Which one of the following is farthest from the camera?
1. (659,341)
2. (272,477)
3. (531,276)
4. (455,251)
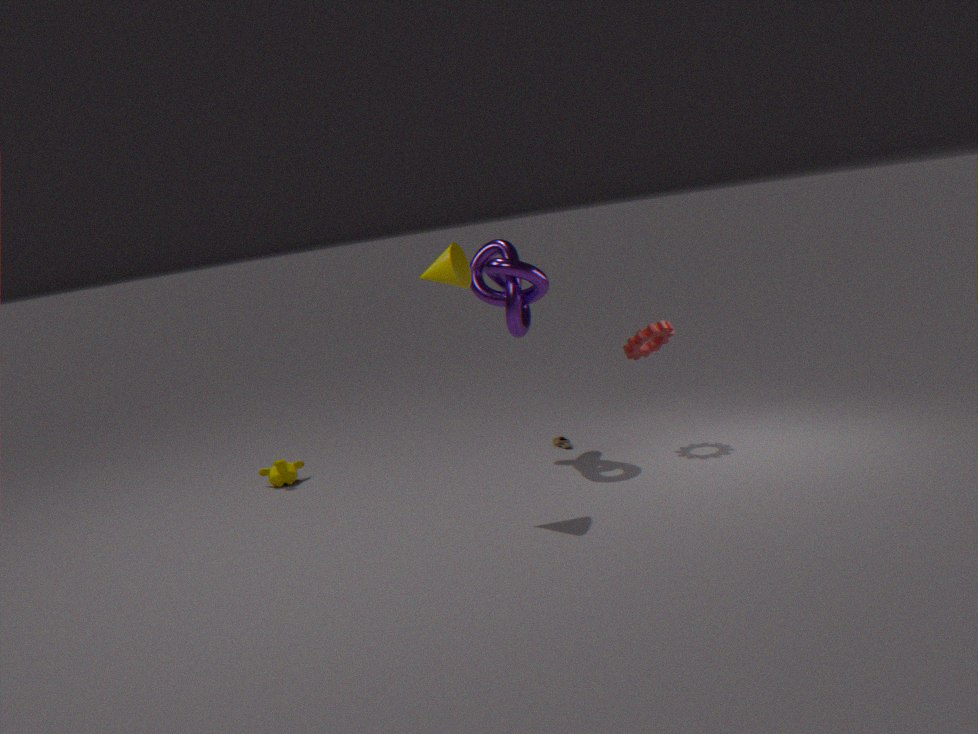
(272,477)
